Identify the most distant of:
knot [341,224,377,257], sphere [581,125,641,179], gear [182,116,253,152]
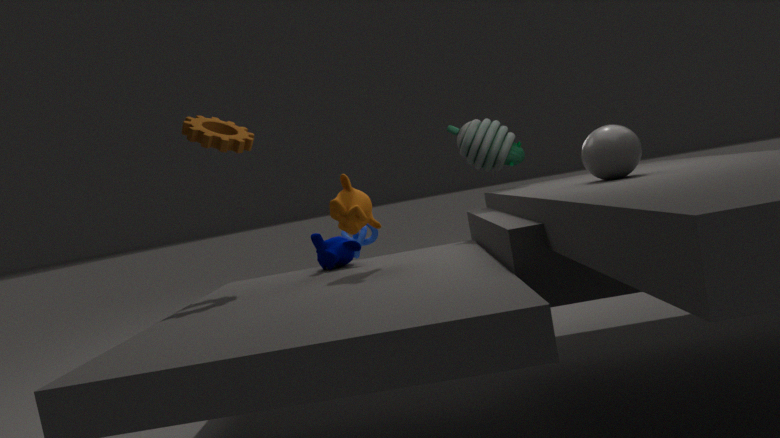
knot [341,224,377,257]
